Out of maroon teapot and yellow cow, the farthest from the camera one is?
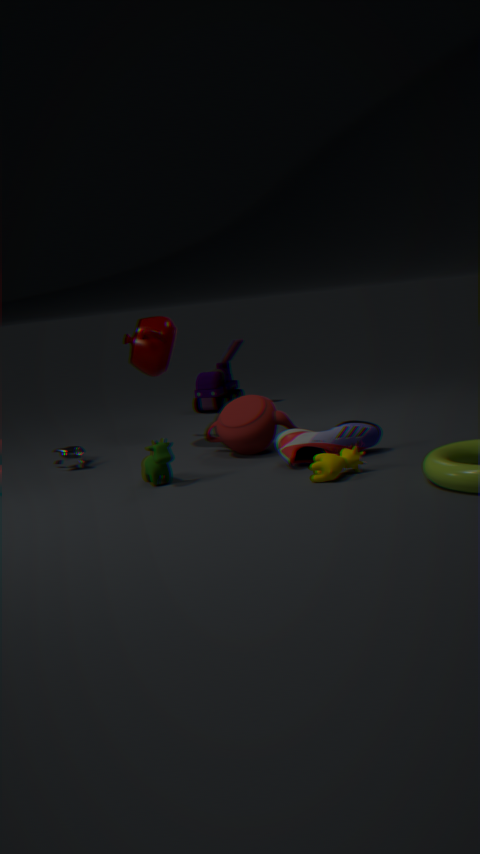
maroon teapot
